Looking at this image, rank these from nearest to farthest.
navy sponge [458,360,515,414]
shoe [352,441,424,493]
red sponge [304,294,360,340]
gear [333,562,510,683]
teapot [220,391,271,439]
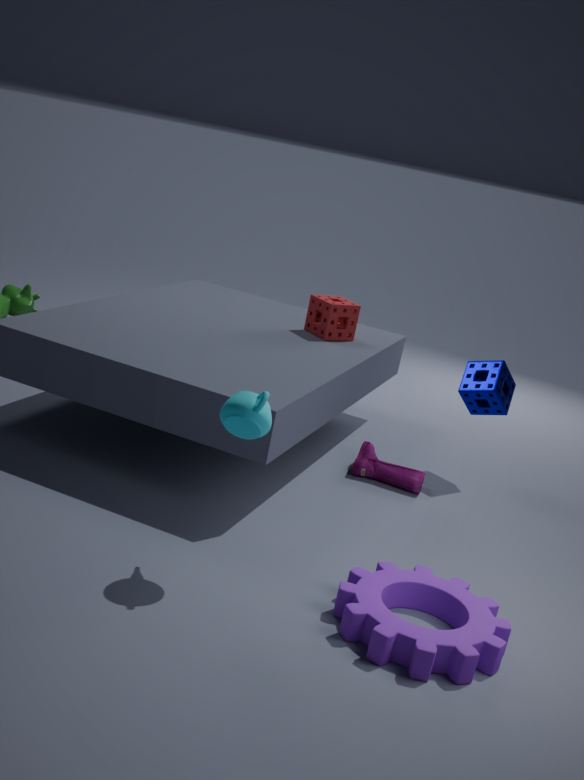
gear [333,562,510,683]
teapot [220,391,271,439]
shoe [352,441,424,493]
navy sponge [458,360,515,414]
red sponge [304,294,360,340]
